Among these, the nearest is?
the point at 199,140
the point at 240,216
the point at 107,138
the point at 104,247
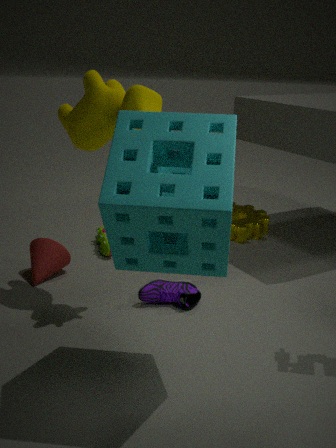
the point at 199,140
